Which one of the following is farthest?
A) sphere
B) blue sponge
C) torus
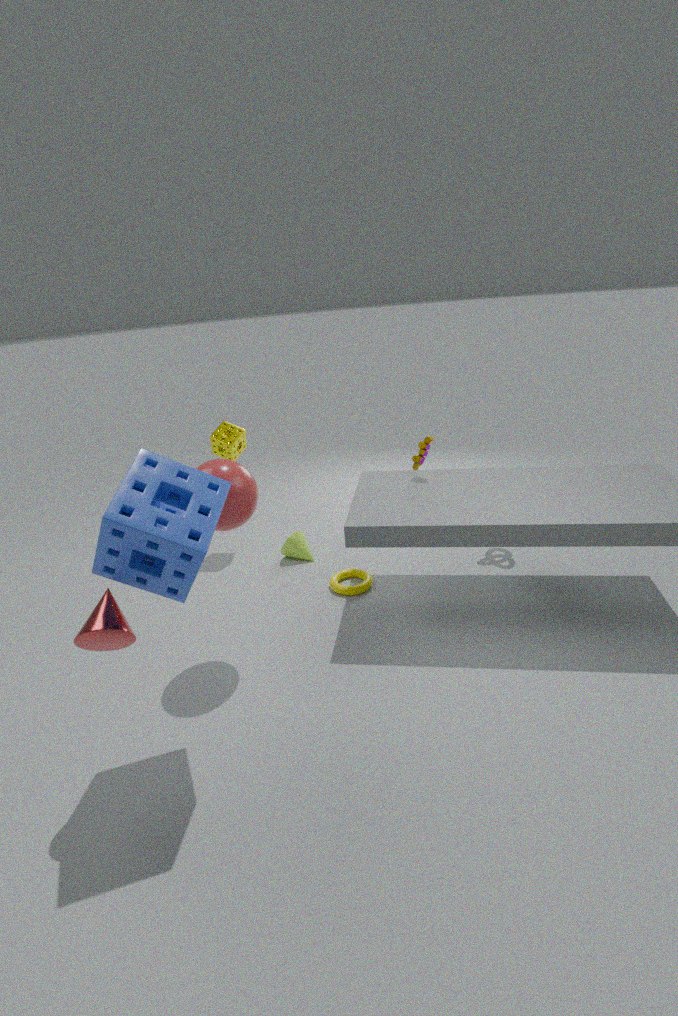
torus
